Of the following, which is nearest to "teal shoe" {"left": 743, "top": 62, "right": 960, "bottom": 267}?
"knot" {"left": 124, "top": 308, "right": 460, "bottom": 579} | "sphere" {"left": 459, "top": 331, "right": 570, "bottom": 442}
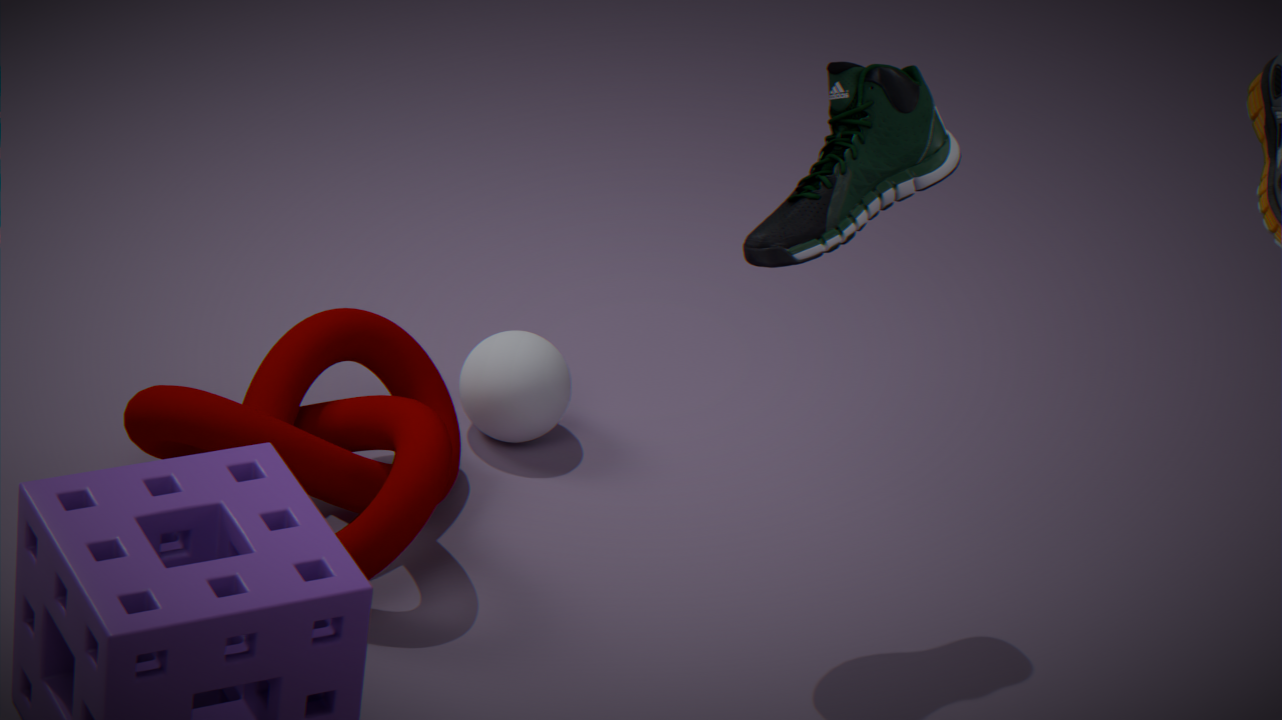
"knot" {"left": 124, "top": 308, "right": 460, "bottom": 579}
